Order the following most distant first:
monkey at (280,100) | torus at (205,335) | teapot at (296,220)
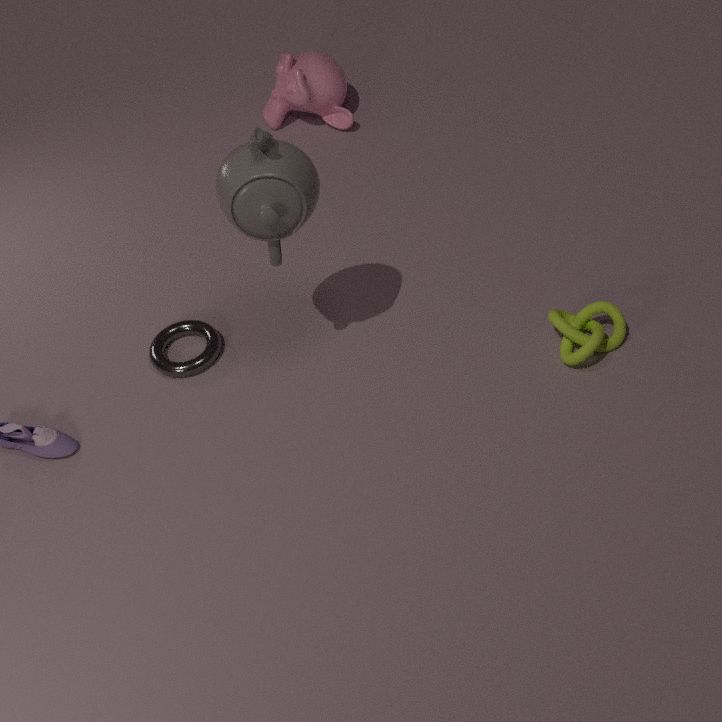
monkey at (280,100), torus at (205,335), teapot at (296,220)
